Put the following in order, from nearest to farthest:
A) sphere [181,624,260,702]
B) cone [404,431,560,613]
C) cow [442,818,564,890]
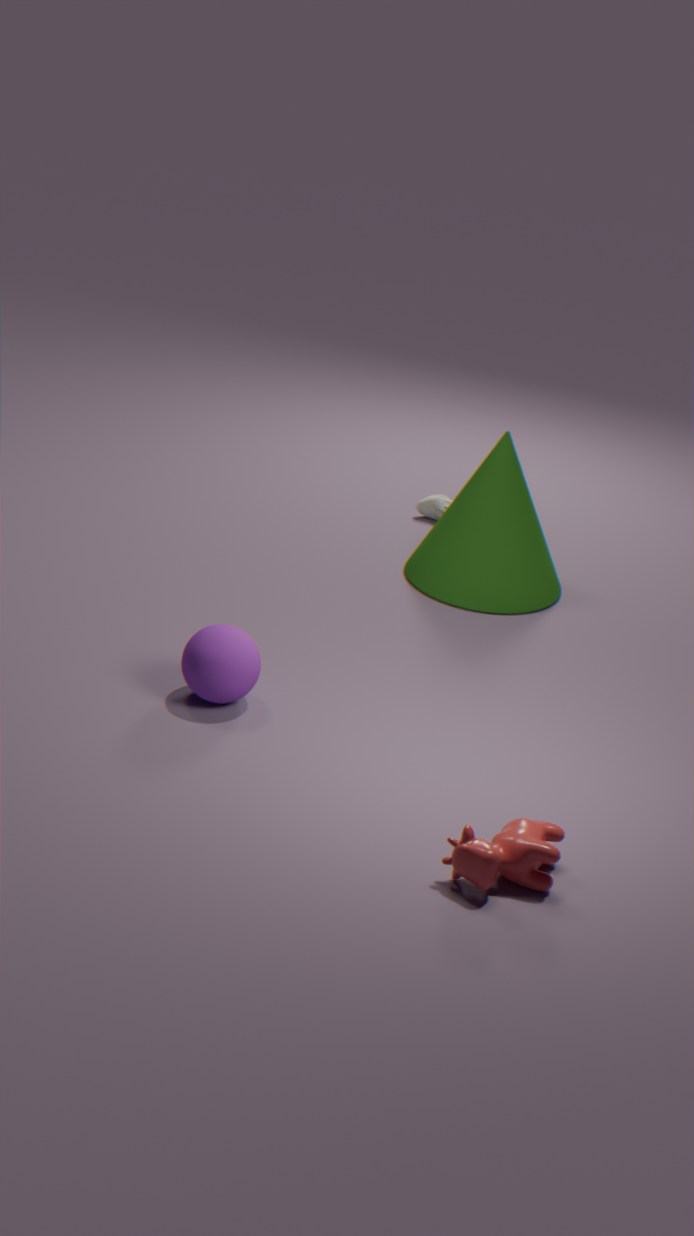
cow [442,818,564,890] → sphere [181,624,260,702] → cone [404,431,560,613]
